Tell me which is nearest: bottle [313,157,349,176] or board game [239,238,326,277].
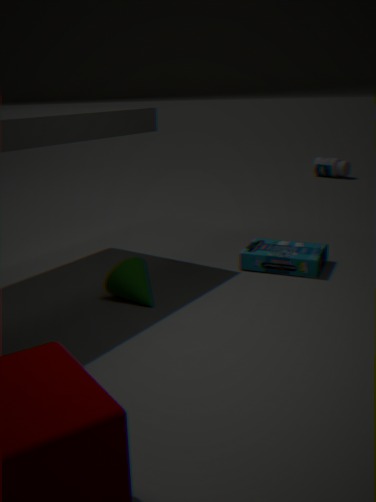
board game [239,238,326,277]
